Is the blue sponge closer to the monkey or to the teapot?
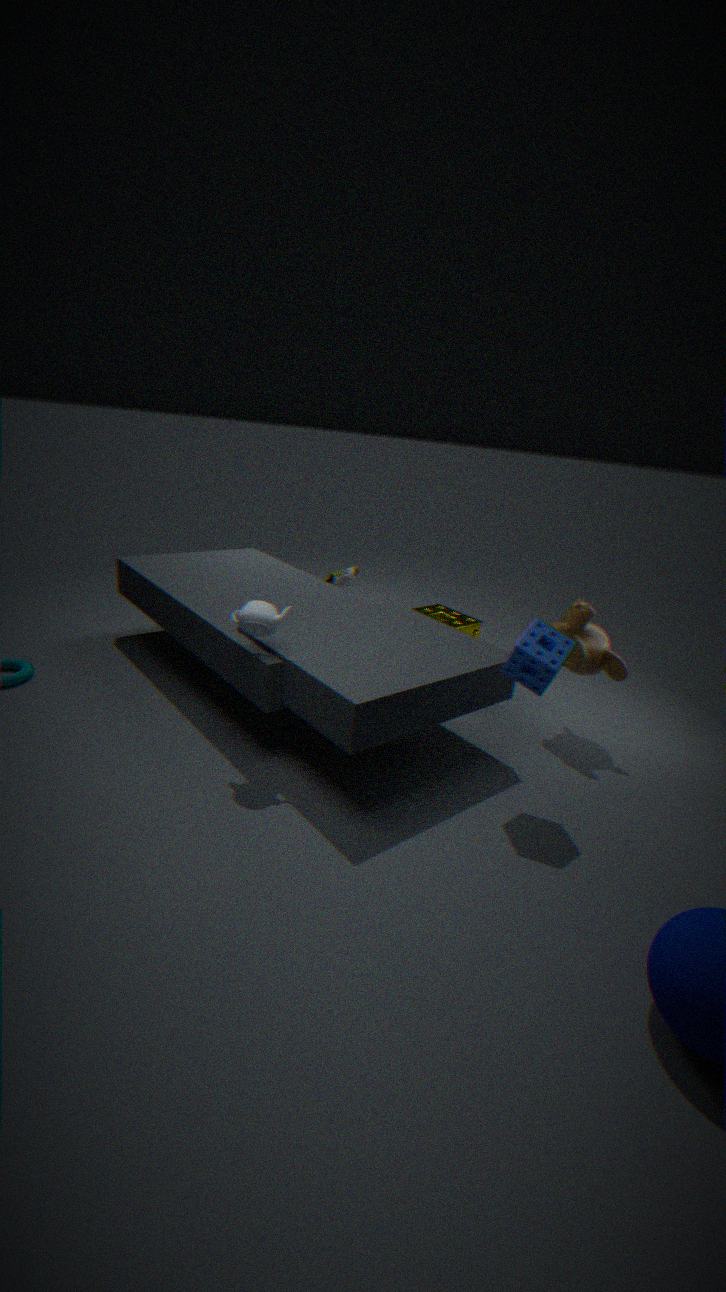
the monkey
